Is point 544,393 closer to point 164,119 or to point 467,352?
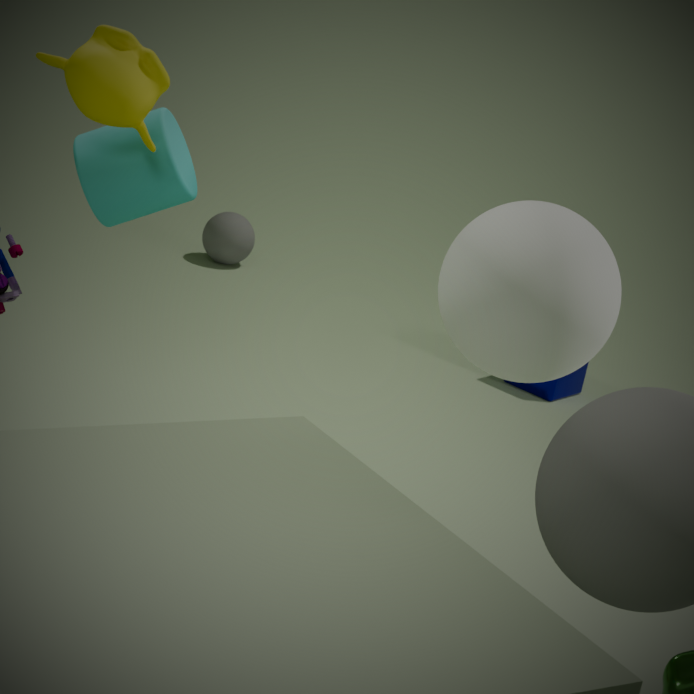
point 467,352
